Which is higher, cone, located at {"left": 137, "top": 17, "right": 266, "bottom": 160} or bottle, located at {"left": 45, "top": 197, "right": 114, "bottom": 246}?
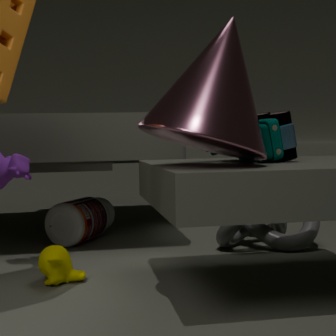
cone, located at {"left": 137, "top": 17, "right": 266, "bottom": 160}
